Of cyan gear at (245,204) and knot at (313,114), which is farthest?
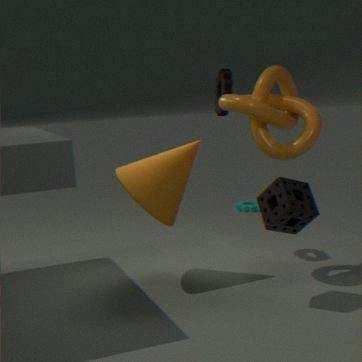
cyan gear at (245,204)
